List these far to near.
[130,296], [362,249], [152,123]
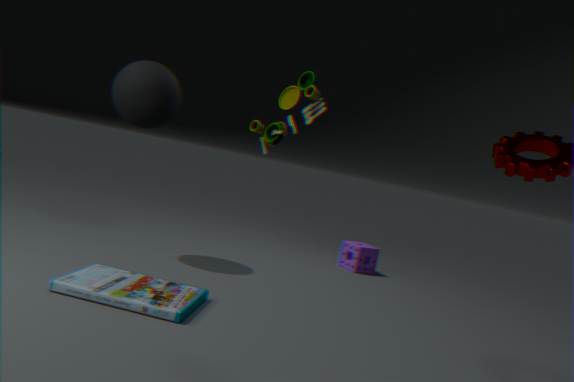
1. [362,249]
2. [152,123]
3. [130,296]
